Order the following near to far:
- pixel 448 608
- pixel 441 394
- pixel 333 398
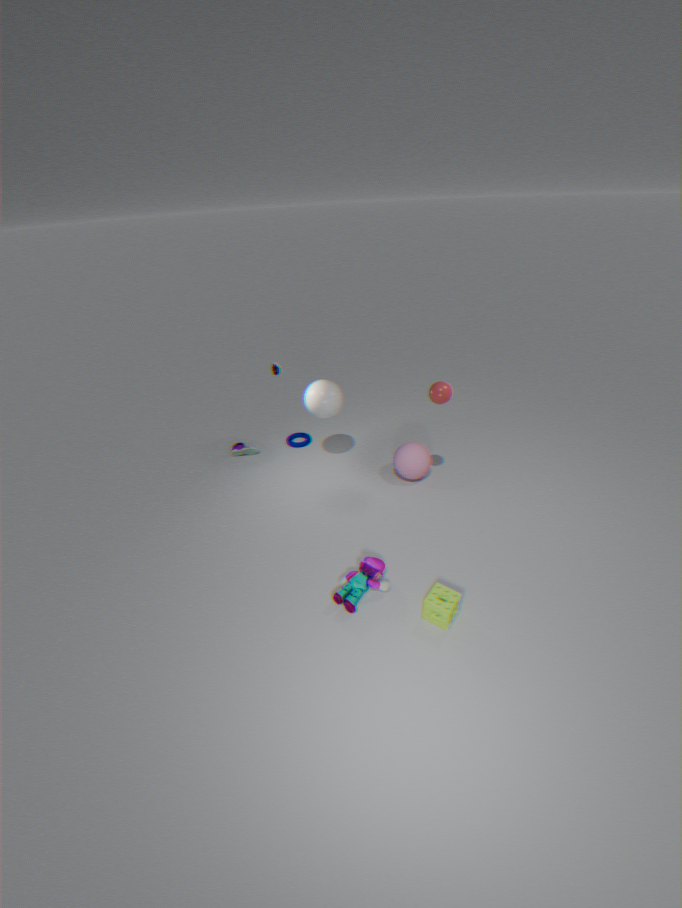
pixel 448 608
pixel 441 394
pixel 333 398
